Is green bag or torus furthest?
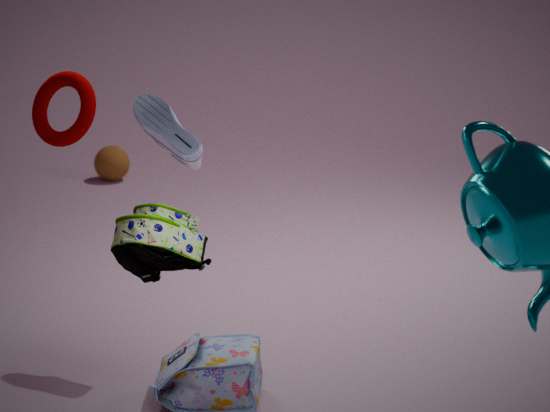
torus
